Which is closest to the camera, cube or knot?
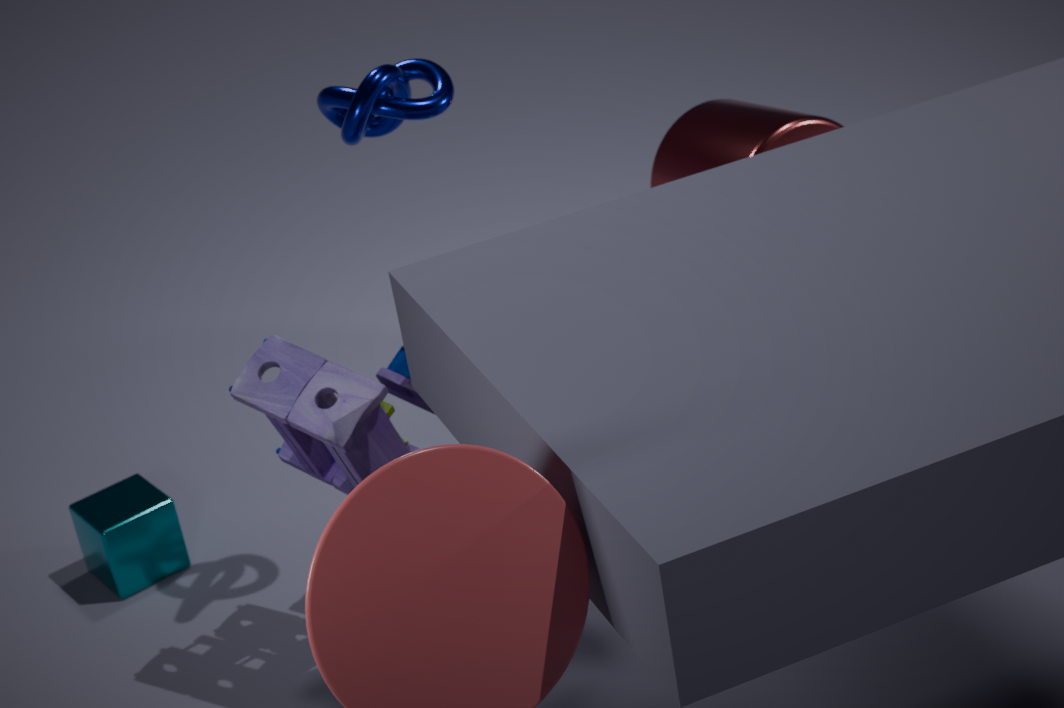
knot
